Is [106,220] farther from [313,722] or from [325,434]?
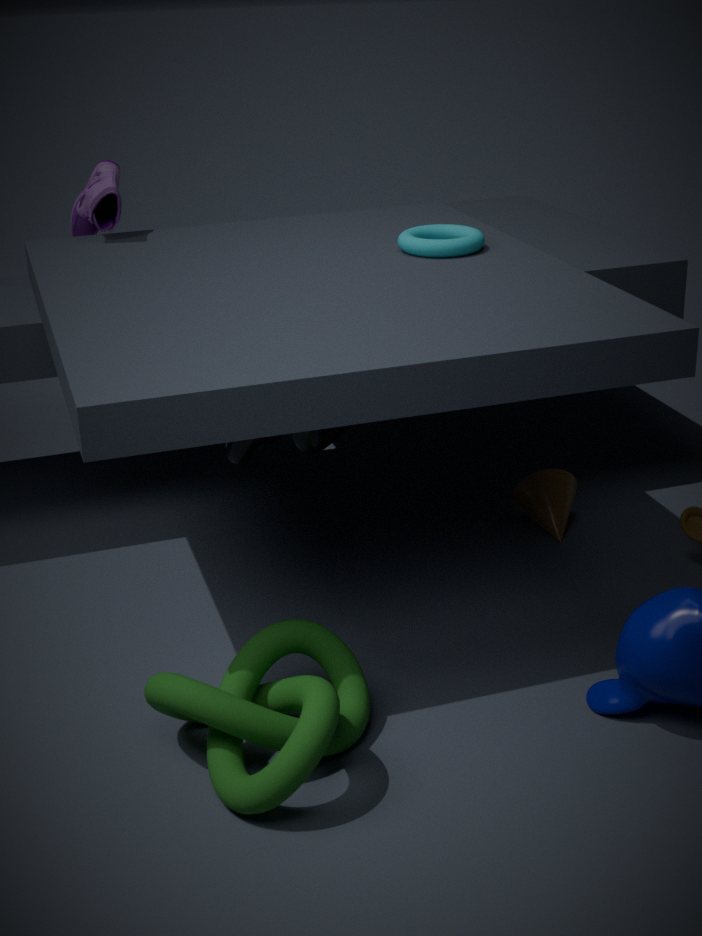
[313,722]
